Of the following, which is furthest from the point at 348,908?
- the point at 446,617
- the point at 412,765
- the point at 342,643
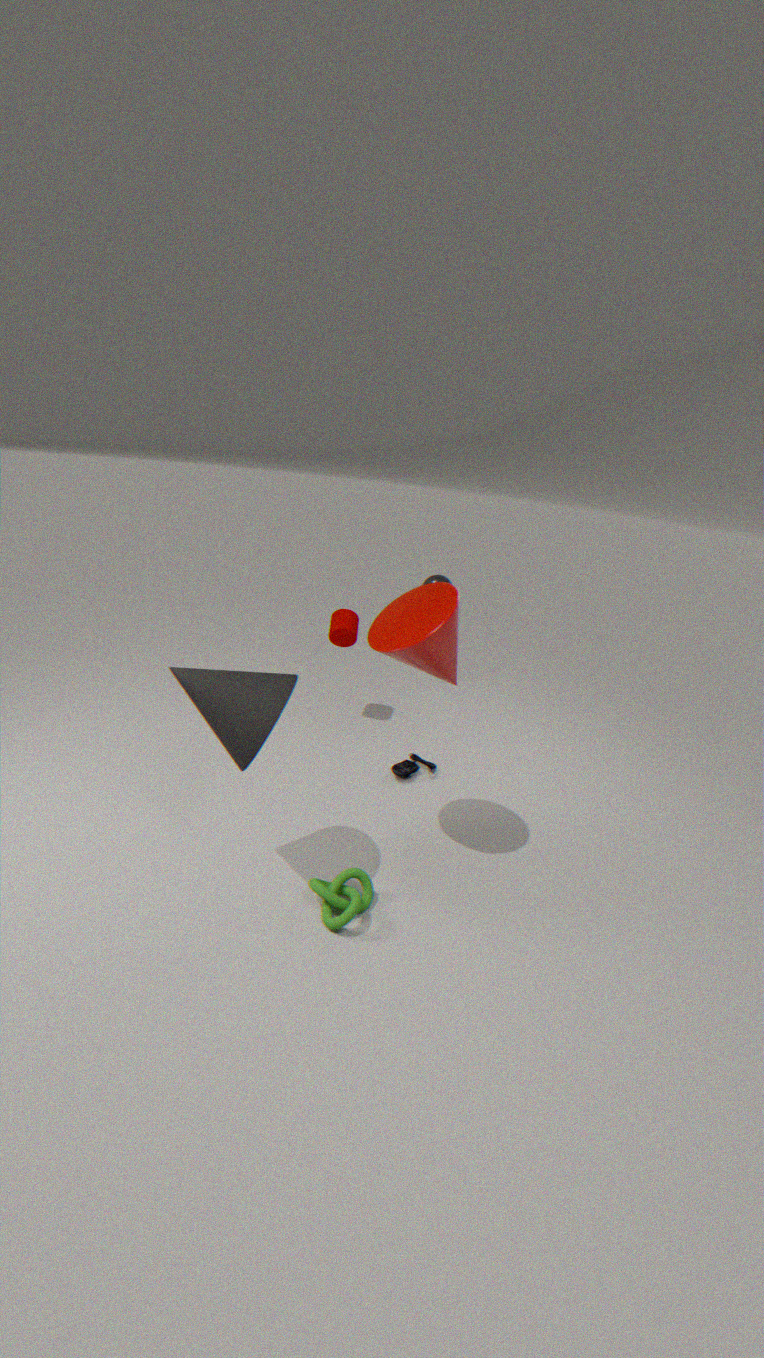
the point at 342,643
